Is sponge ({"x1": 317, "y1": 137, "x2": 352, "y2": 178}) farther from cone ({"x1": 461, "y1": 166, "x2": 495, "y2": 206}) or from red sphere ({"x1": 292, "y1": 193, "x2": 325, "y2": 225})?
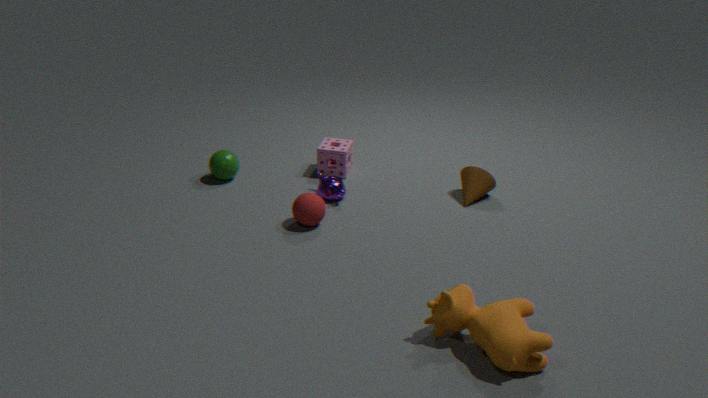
cone ({"x1": 461, "y1": 166, "x2": 495, "y2": 206})
